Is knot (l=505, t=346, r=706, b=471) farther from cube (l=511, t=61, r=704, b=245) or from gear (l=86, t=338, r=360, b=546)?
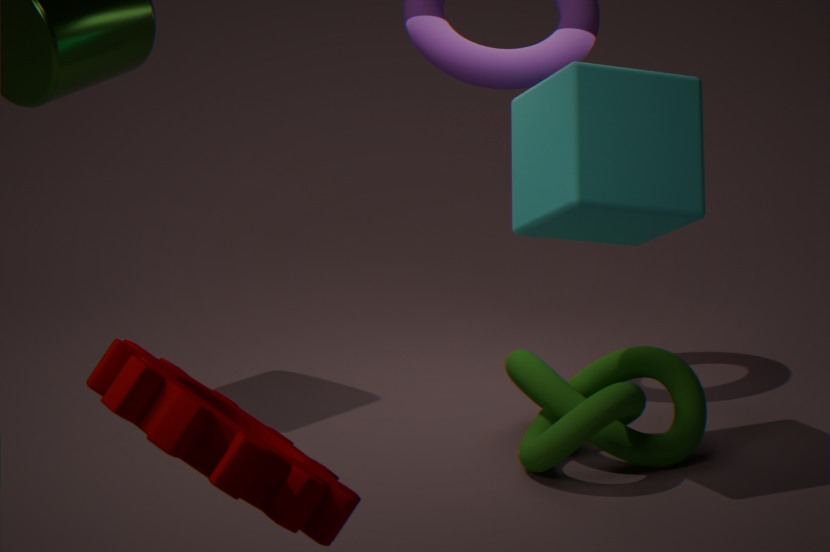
gear (l=86, t=338, r=360, b=546)
